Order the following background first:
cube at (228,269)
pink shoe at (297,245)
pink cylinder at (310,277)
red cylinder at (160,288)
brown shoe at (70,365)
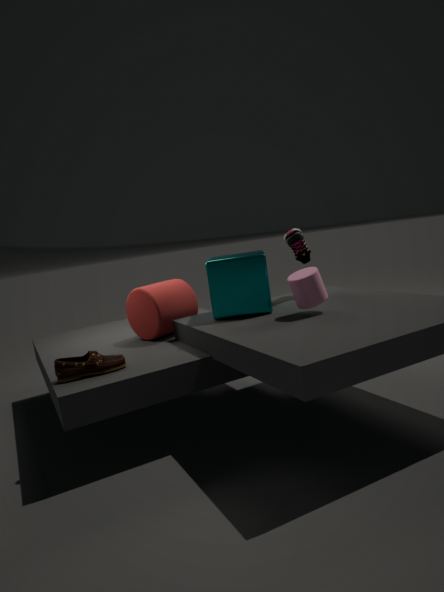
1. pink shoe at (297,245)
2. red cylinder at (160,288)
3. cube at (228,269)
4. pink cylinder at (310,277)
5. brown shoe at (70,365)
